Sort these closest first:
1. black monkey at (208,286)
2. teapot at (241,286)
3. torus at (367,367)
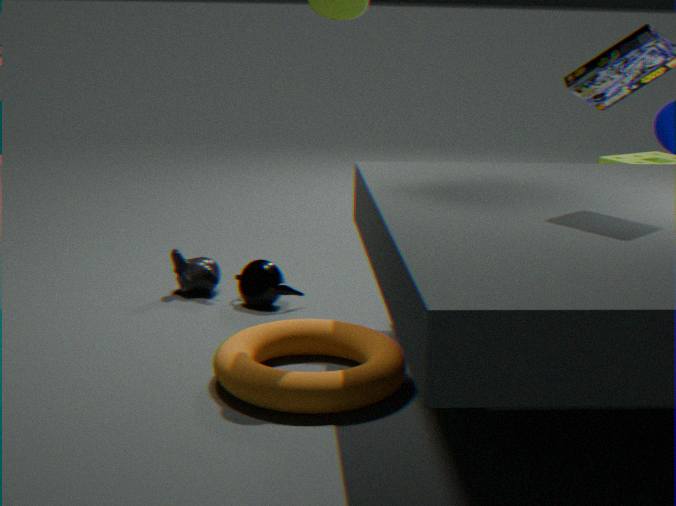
torus at (367,367) → teapot at (241,286) → black monkey at (208,286)
